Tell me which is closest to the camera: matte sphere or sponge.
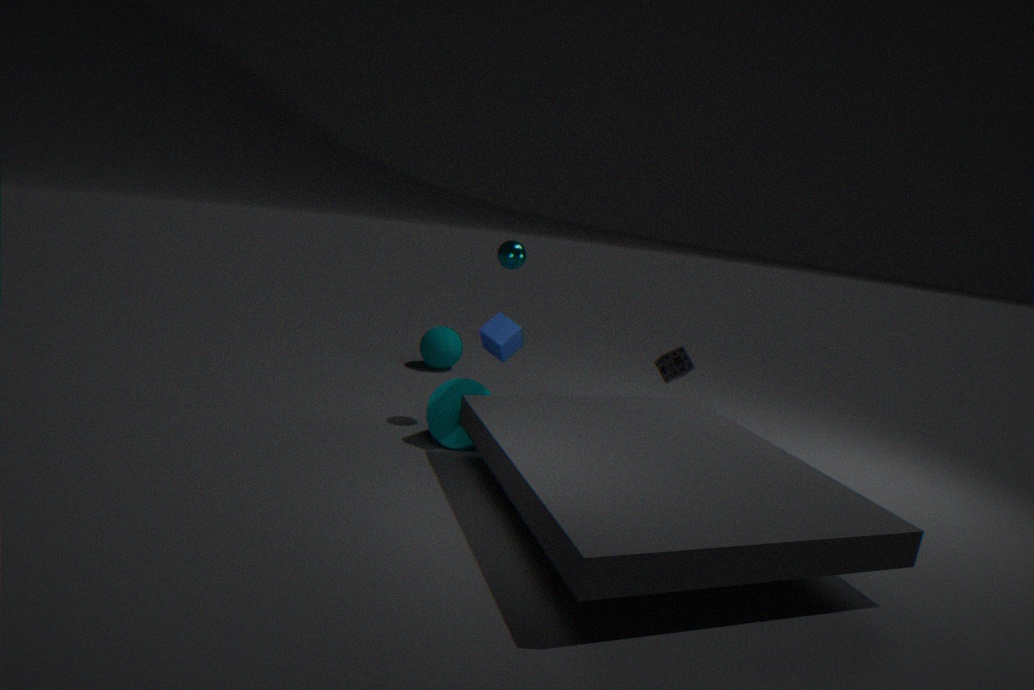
sponge
